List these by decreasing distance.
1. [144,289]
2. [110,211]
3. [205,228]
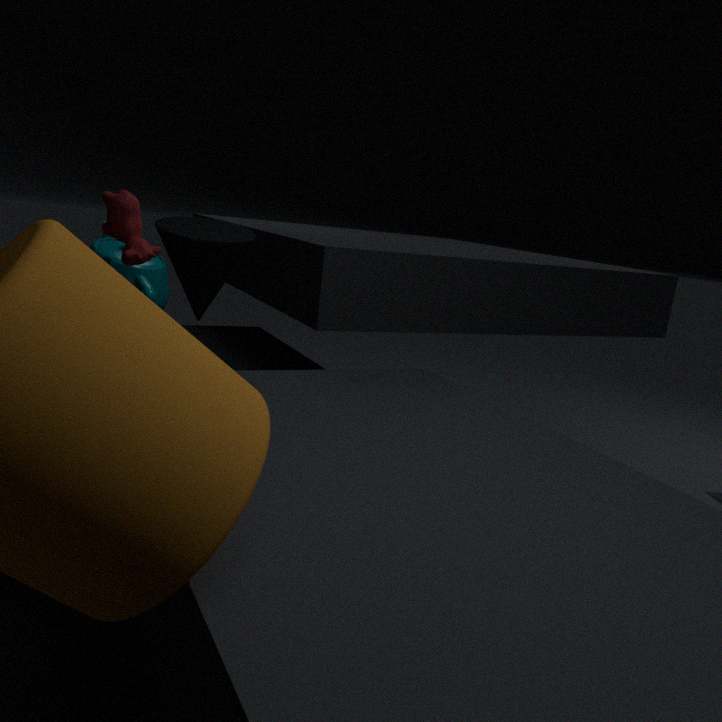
[144,289] < [110,211] < [205,228]
